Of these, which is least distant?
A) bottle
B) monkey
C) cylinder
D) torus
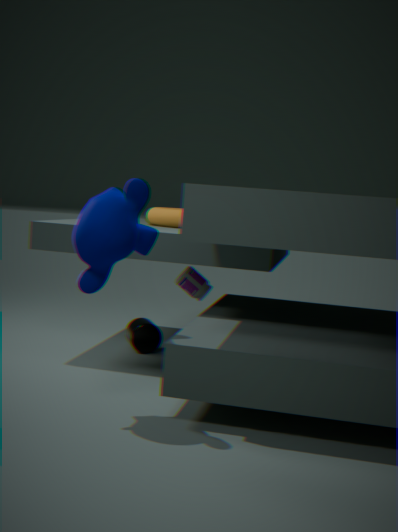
monkey
